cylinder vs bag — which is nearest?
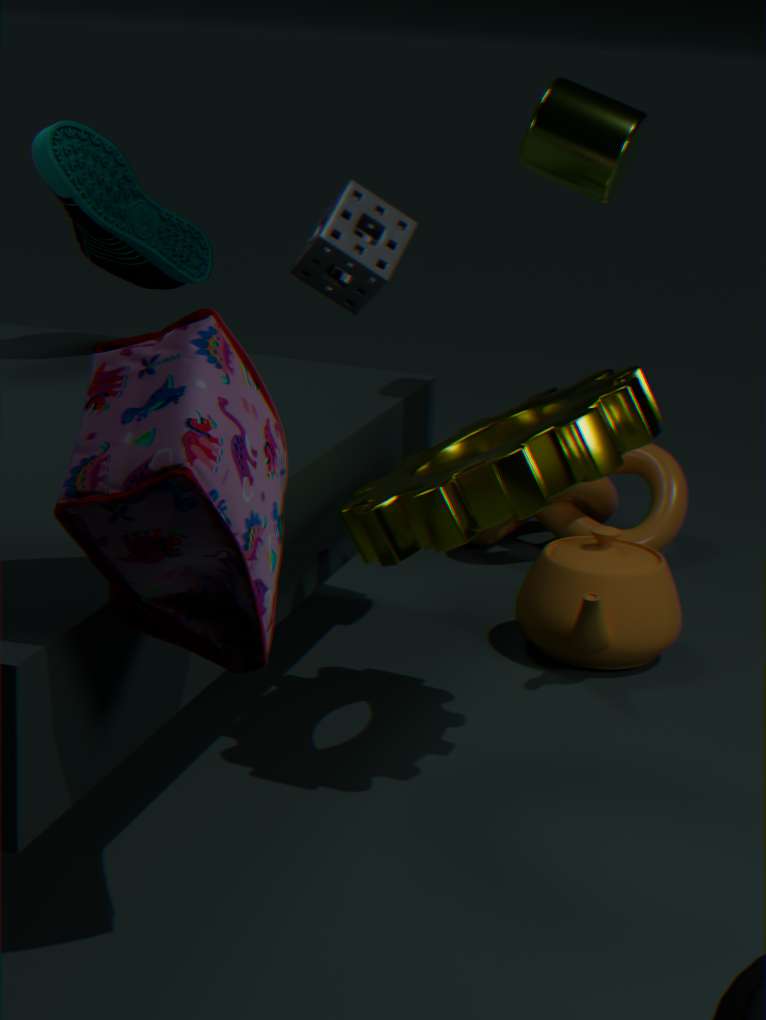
bag
